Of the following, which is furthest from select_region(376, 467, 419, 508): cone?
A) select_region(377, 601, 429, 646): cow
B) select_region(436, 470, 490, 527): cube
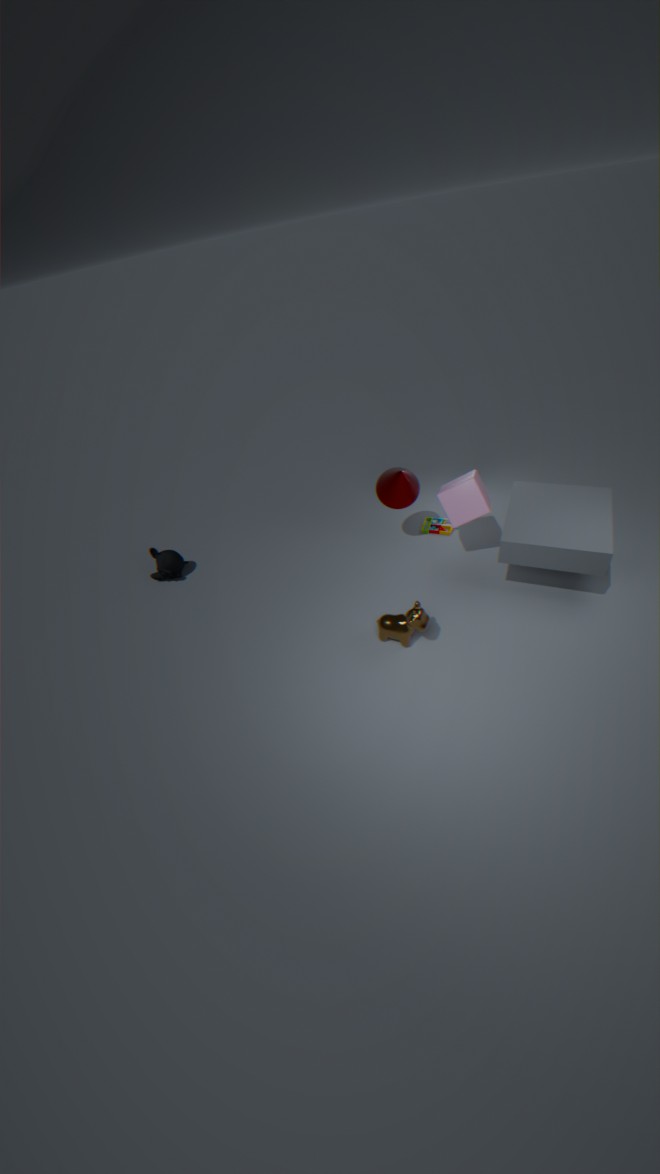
select_region(377, 601, 429, 646): cow
